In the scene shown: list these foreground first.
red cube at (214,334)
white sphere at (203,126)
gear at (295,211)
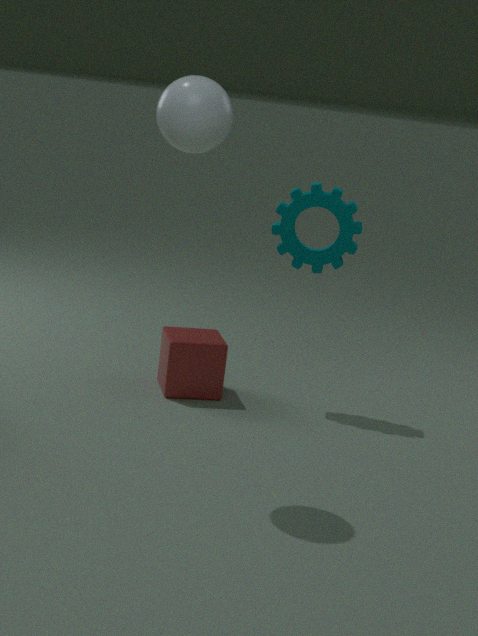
white sphere at (203,126)
red cube at (214,334)
gear at (295,211)
